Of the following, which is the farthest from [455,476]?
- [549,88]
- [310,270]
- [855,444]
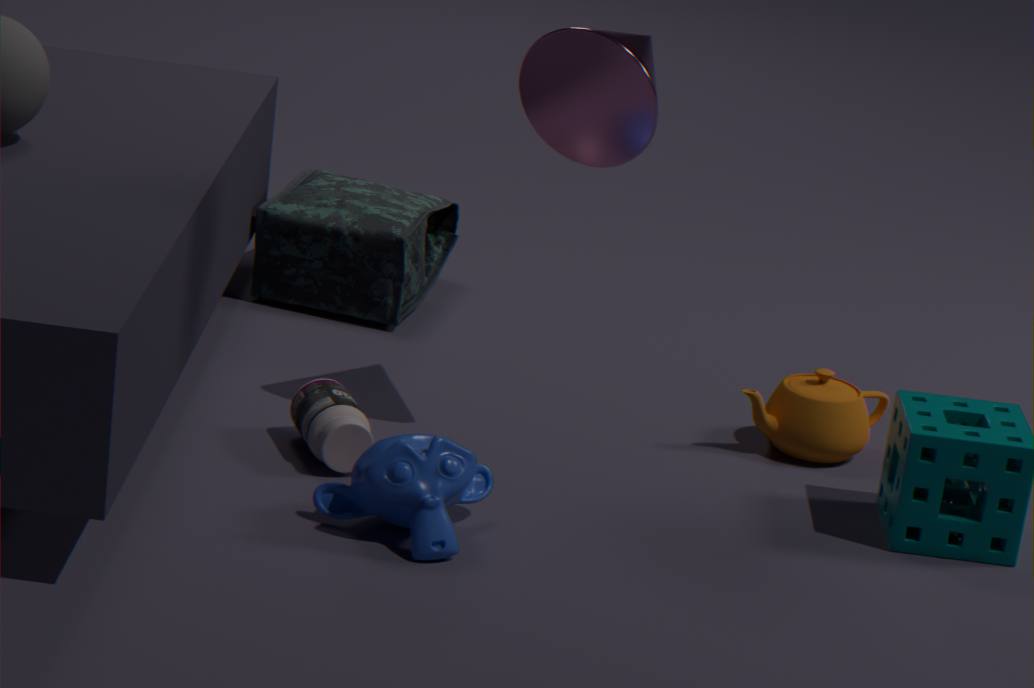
[310,270]
